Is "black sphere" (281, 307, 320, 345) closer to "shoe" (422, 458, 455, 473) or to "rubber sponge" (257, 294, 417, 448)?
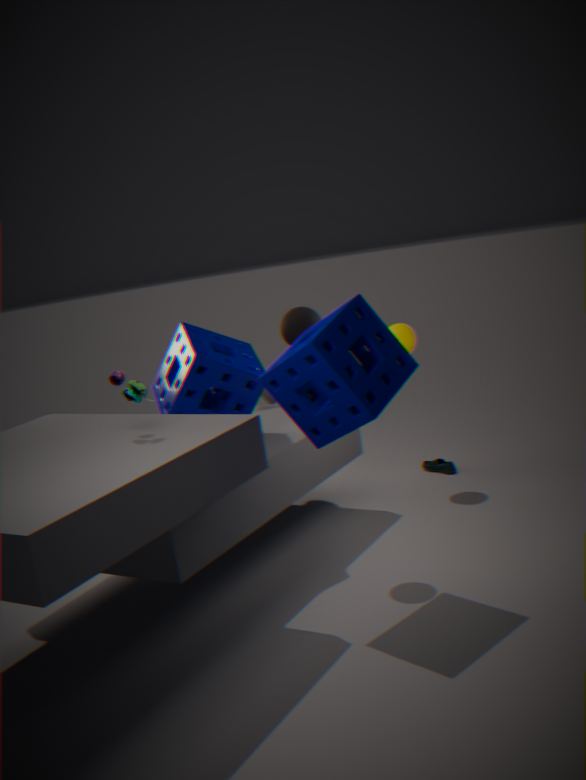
"rubber sponge" (257, 294, 417, 448)
